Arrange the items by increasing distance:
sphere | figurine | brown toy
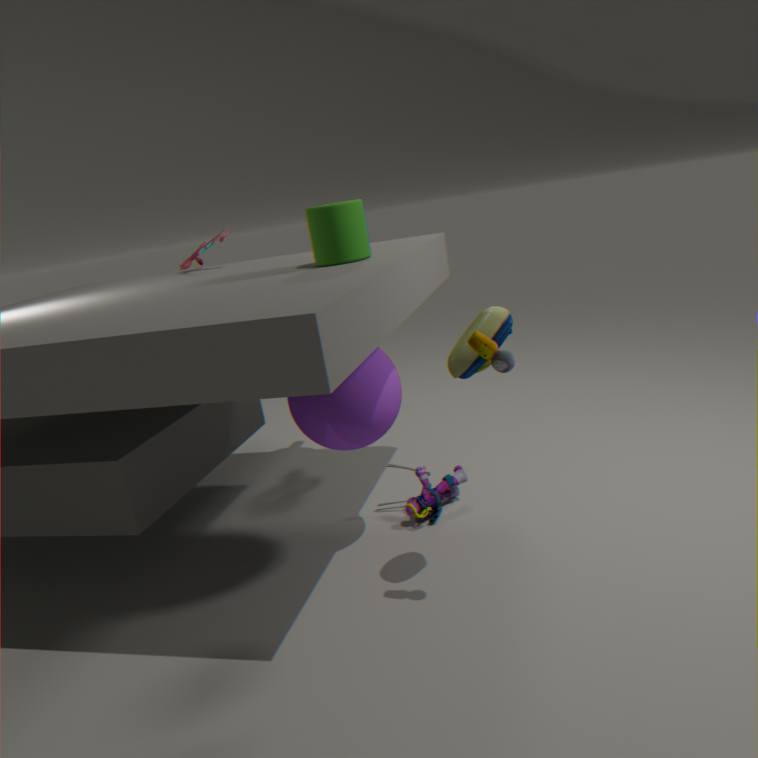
1. brown toy
2. sphere
3. figurine
